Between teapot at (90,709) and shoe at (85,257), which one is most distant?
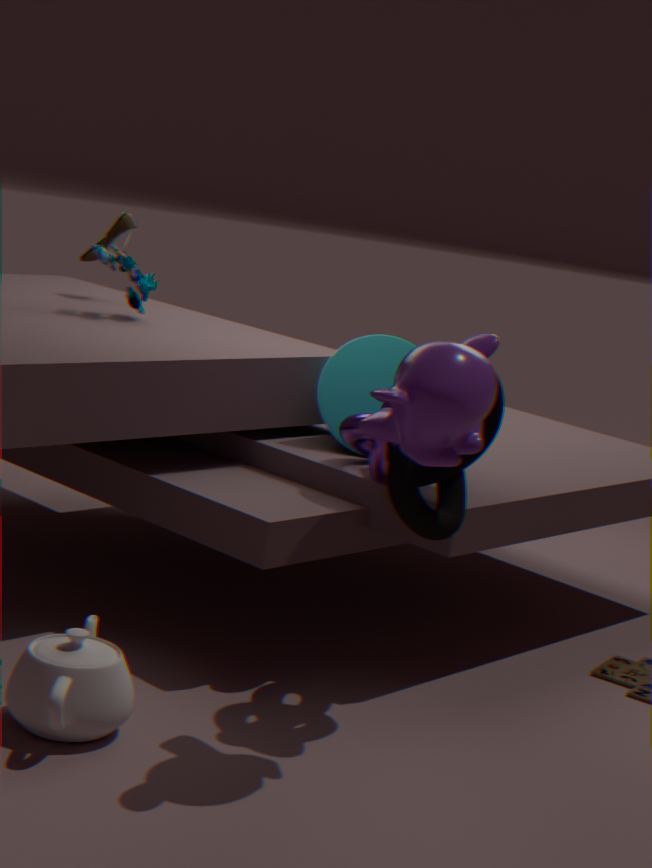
shoe at (85,257)
